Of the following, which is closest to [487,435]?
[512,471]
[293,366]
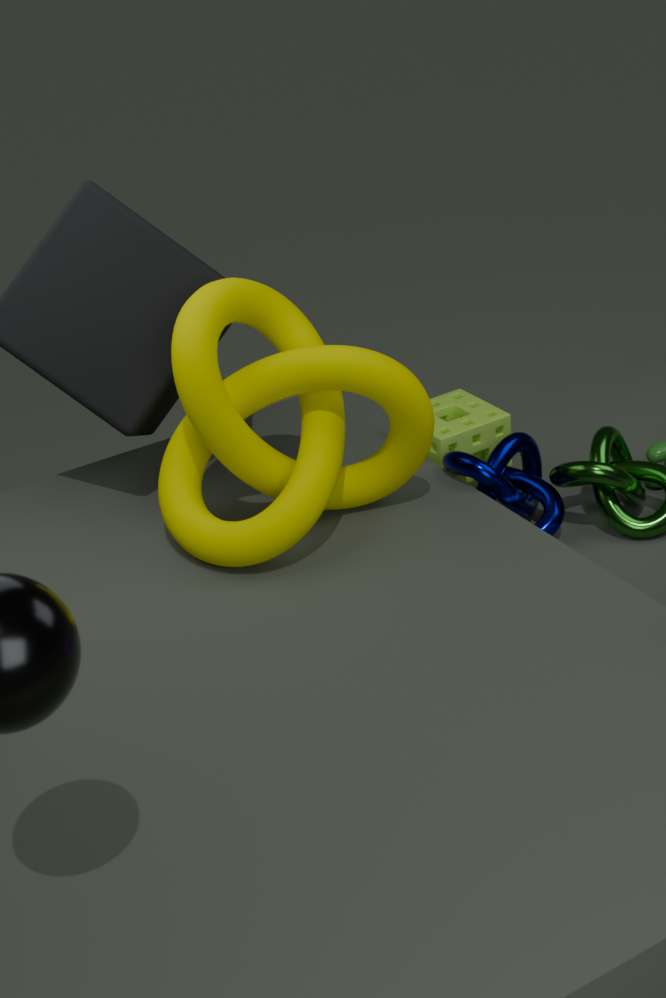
[512,471]
